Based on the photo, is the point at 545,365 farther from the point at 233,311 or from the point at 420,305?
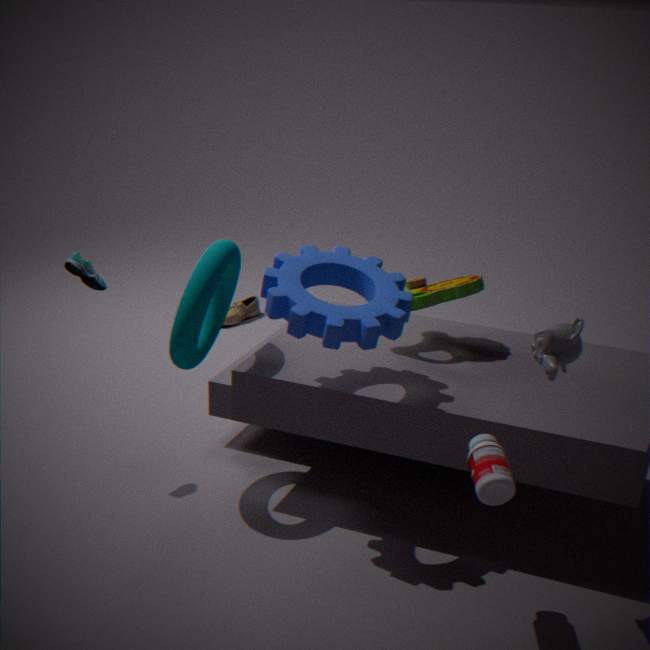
A: the point at 233,311
